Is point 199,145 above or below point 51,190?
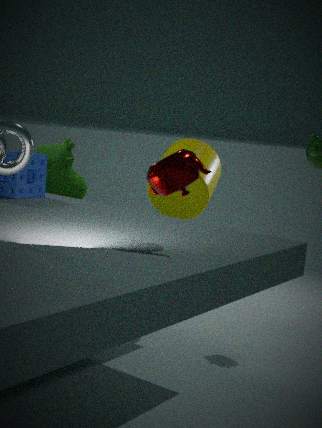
above
